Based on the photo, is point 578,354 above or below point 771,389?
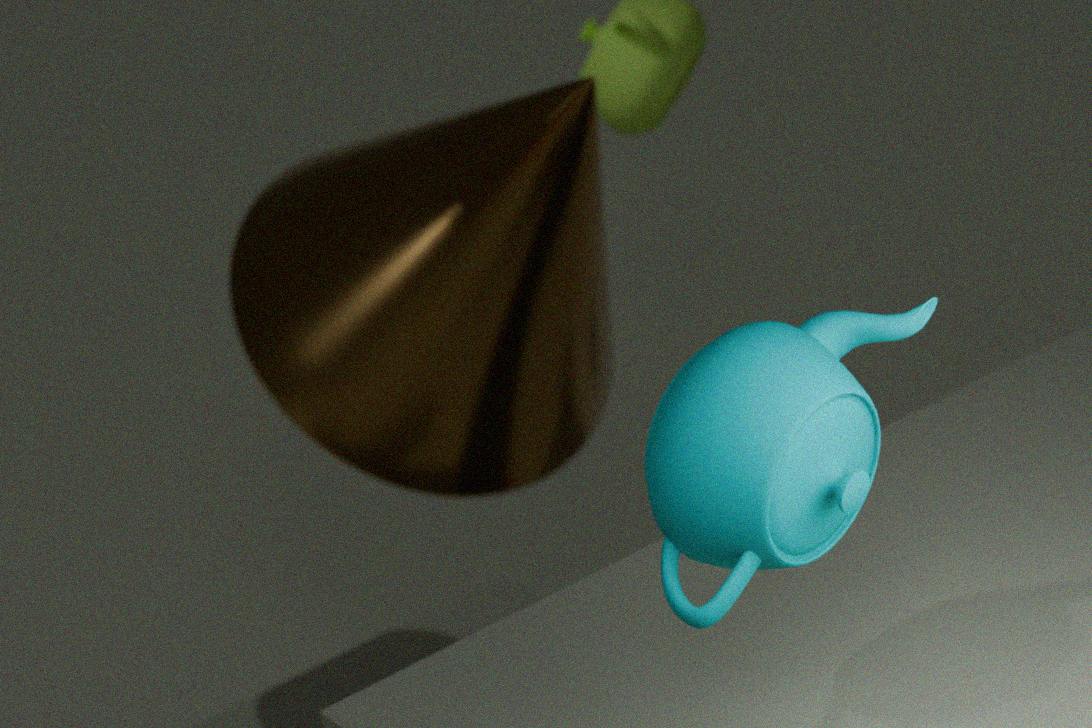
below
